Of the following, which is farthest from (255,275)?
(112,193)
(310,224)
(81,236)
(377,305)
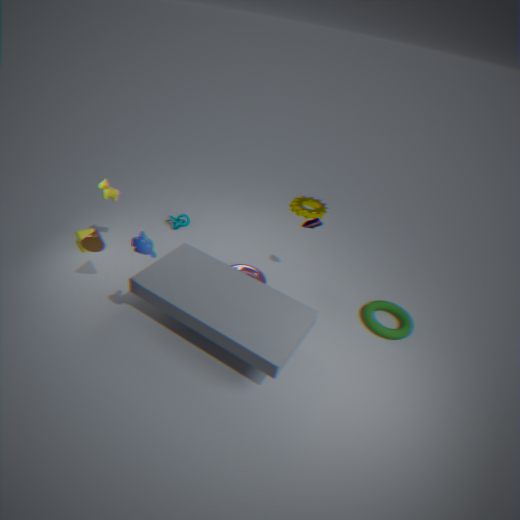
(81,236)
